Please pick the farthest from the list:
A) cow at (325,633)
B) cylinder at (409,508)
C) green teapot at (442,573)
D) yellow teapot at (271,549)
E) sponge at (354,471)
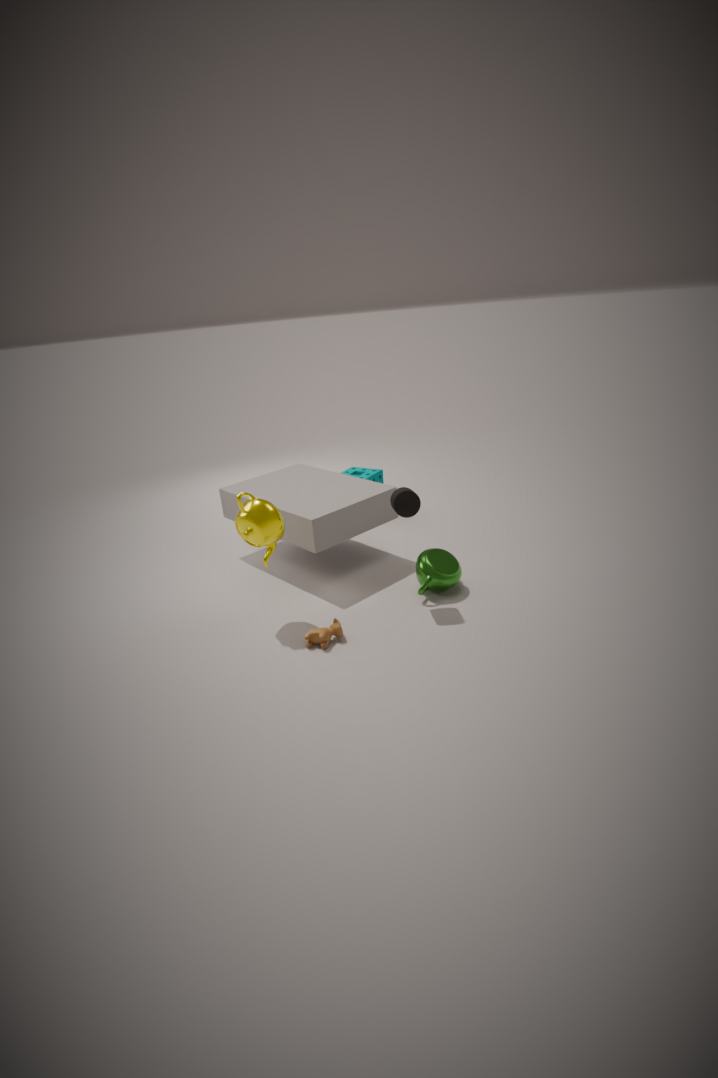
sponge at (354,471)
